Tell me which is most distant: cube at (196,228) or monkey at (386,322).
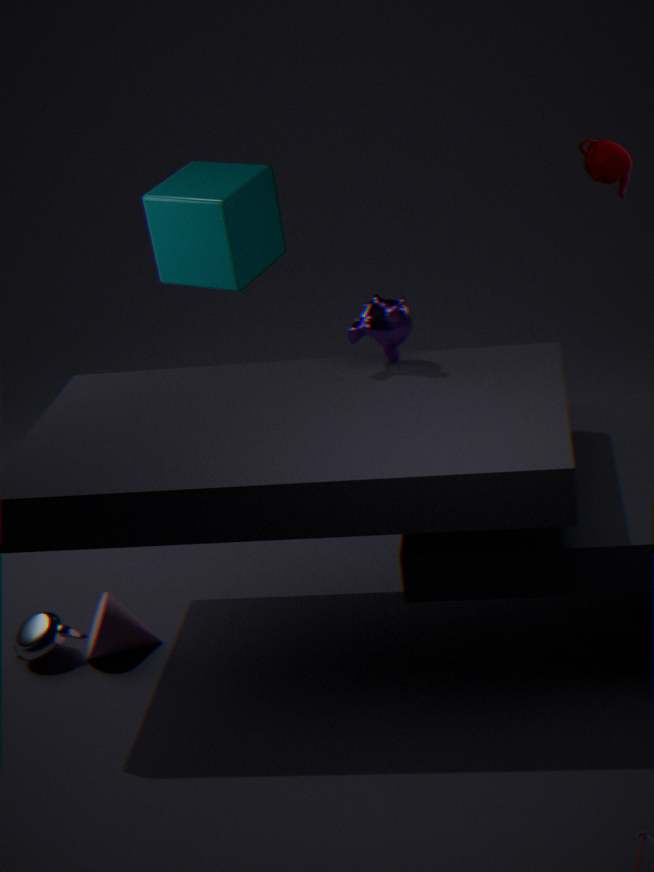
cube at (196,228)
